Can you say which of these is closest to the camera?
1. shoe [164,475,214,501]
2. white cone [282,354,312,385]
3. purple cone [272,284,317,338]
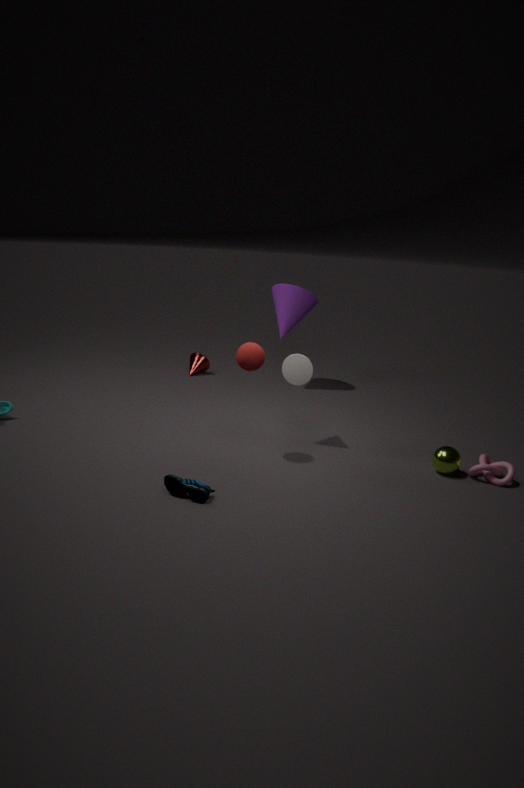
shoe [164,475,214,501]
